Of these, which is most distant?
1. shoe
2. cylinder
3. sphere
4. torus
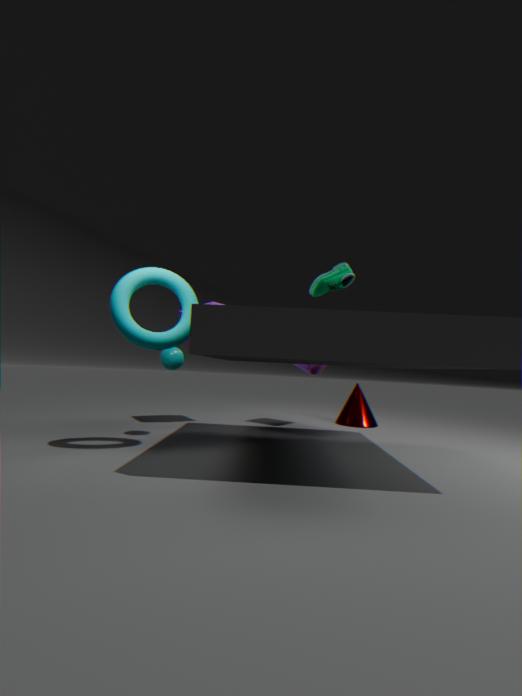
cylinder
